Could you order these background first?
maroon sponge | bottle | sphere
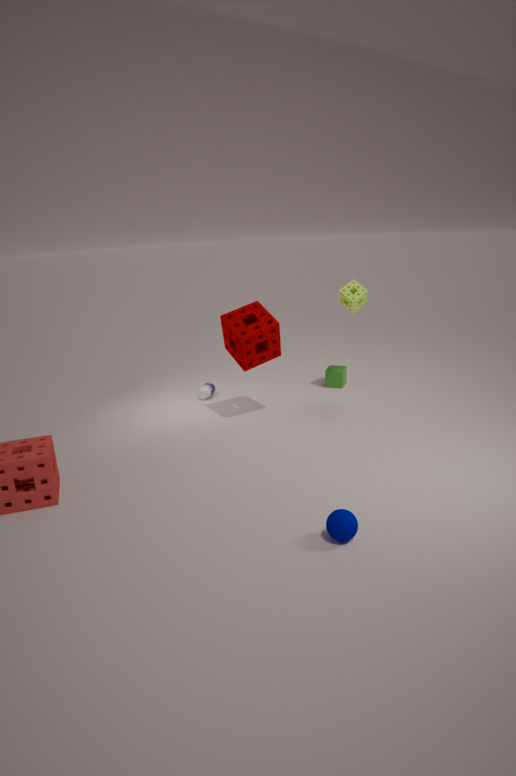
1. bottle
2. maroon sponge
3. sphere
